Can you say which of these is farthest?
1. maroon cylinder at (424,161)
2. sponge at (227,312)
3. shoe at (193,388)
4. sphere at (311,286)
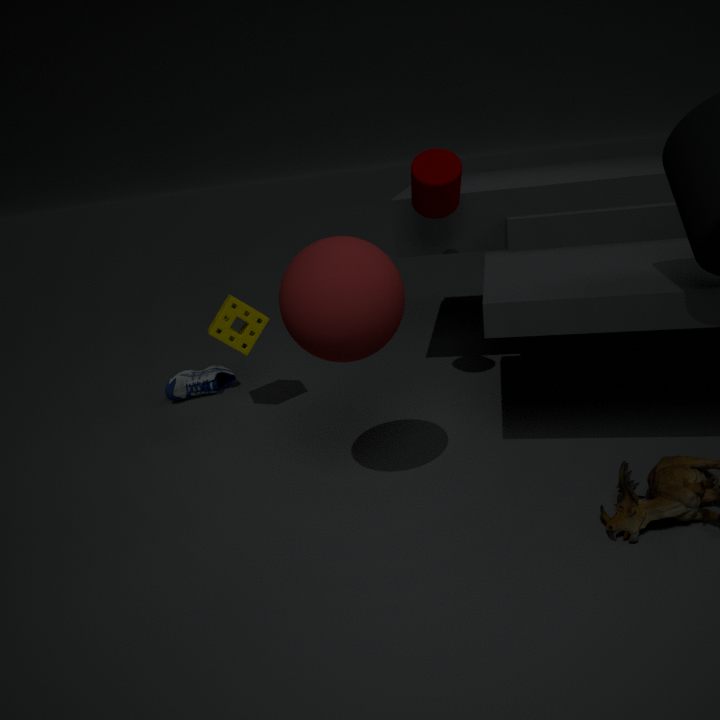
shoe at (193,388)
